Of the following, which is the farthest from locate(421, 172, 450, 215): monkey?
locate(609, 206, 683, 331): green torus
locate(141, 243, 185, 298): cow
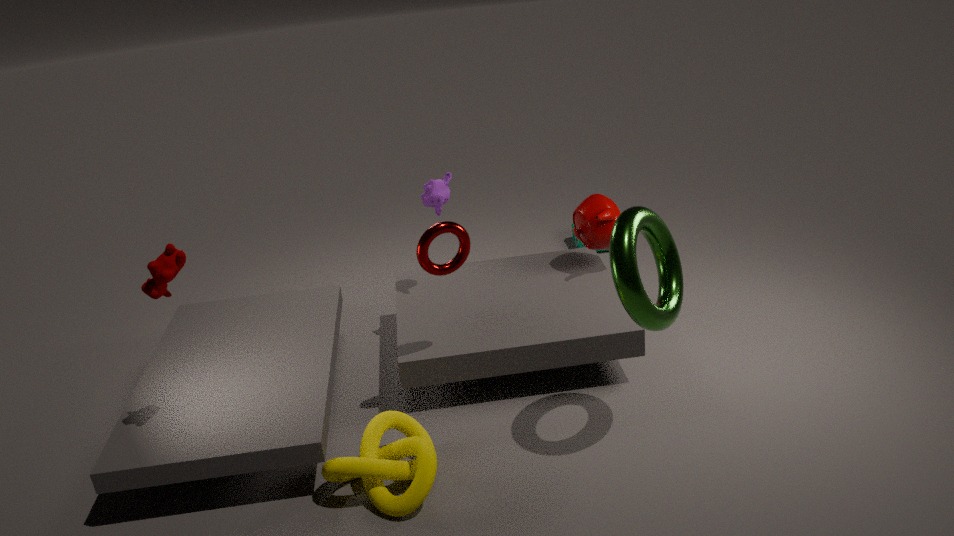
locate(141, 243, 185, 298): cow
